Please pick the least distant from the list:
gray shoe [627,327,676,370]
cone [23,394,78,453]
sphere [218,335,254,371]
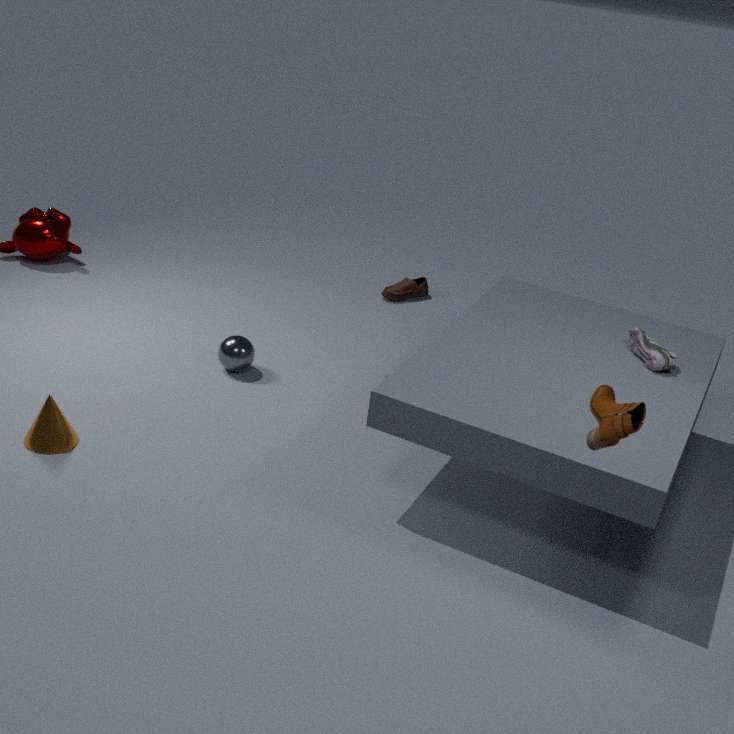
cone [23,394,78,453]
